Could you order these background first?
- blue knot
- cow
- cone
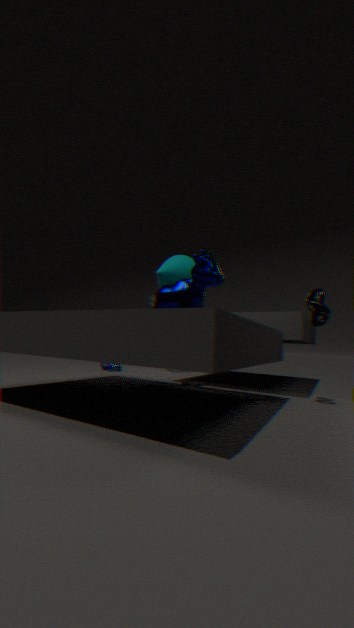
1. blue knot
2. cone
3. cow
